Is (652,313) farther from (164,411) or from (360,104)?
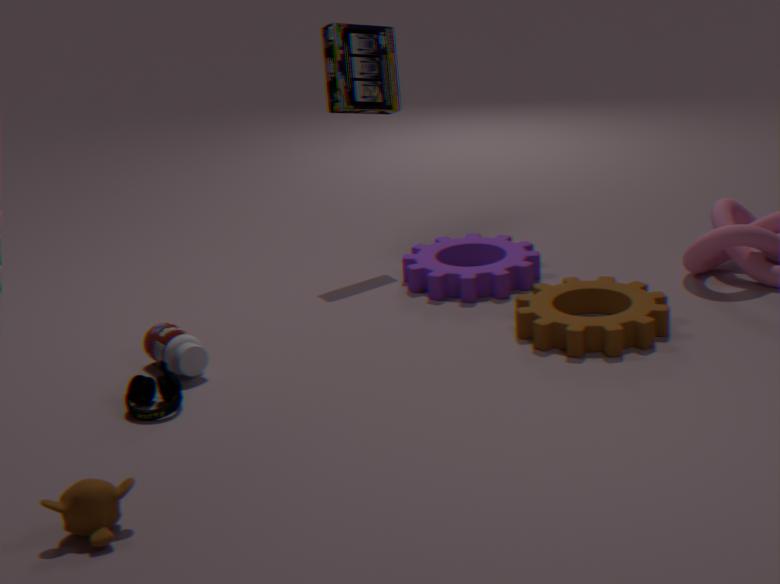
(164,411)
